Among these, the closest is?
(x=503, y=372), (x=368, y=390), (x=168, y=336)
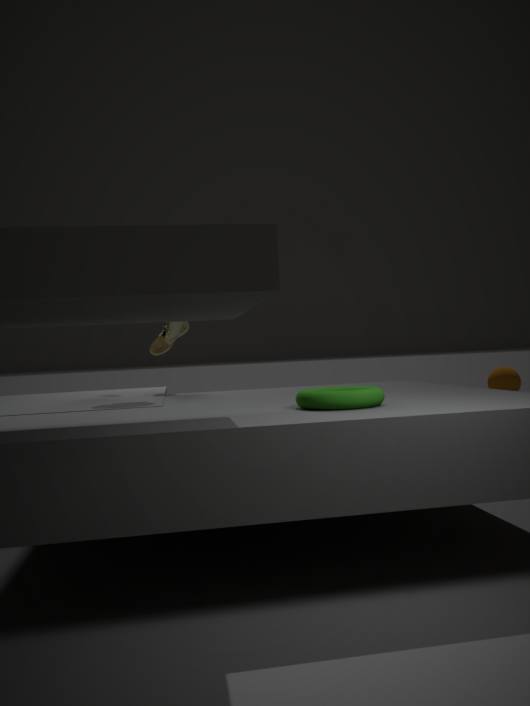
(x=368, y=390)
